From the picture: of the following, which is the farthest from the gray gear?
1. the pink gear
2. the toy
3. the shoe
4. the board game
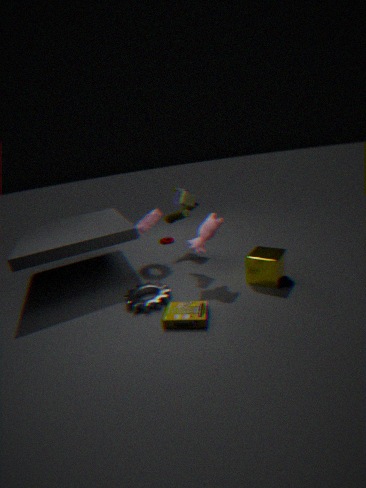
the shoe
